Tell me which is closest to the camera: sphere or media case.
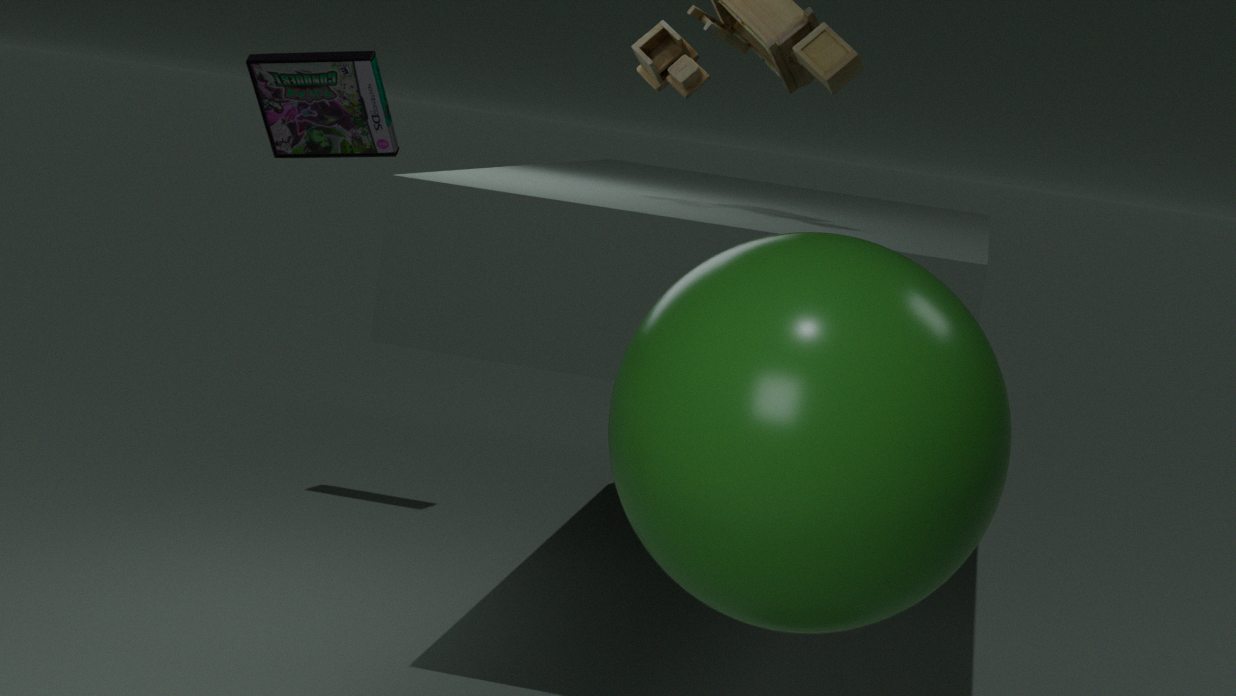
sphere
